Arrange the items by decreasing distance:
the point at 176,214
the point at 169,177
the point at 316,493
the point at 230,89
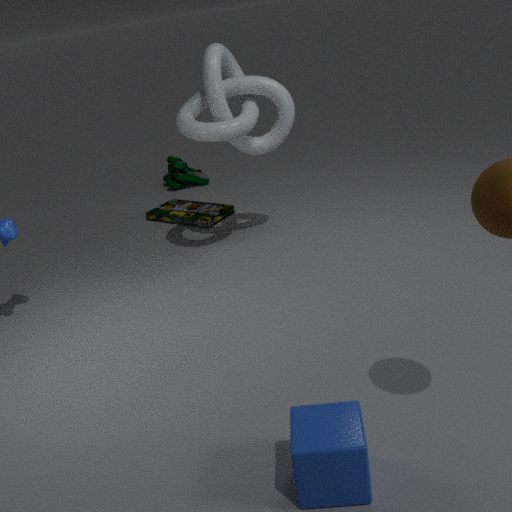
the point at 169,177 → the point at 176,214 → the point at 230,89 → the point at 316,493
